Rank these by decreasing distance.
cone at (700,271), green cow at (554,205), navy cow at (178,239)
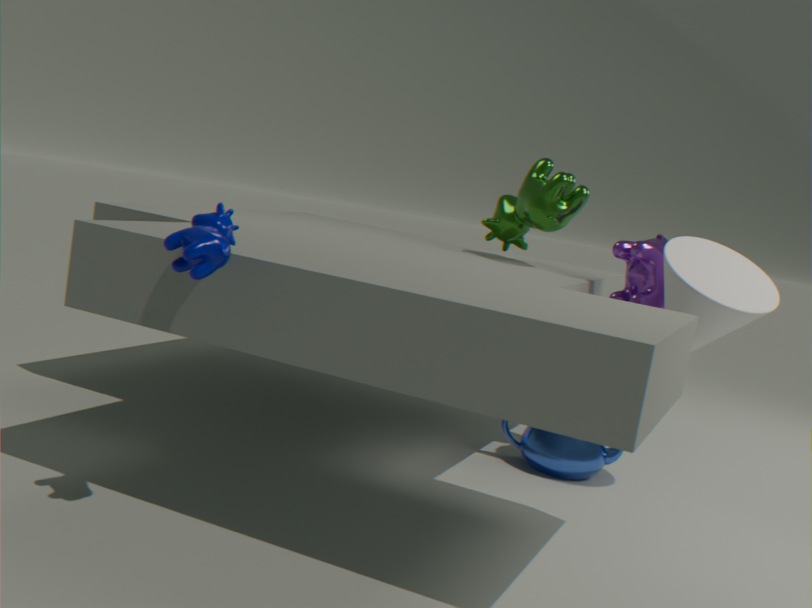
green cow at (554,205) → cone at (700,271) → navy cow at (178,239)
